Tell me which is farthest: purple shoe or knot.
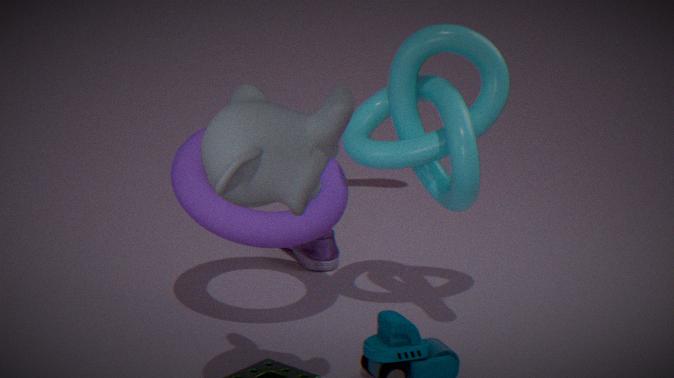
purple shoe
